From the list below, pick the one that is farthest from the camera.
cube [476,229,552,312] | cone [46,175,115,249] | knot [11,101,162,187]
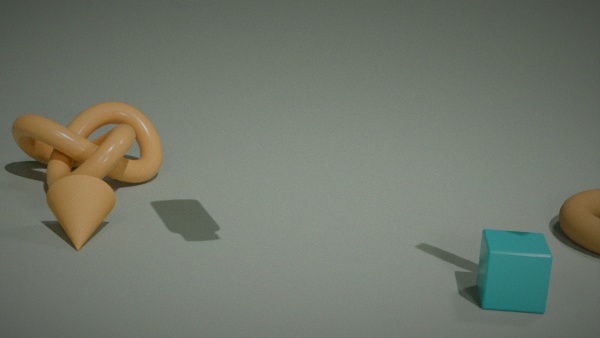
knot [11,101,162,187]
